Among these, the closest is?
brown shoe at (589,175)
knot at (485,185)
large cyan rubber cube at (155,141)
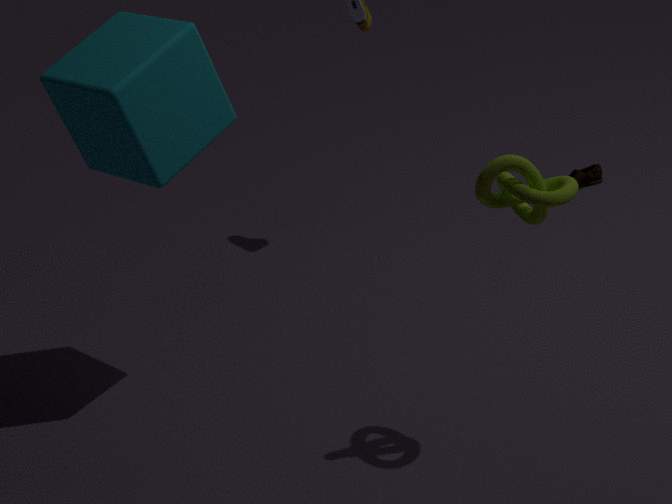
knot at (485,185)
